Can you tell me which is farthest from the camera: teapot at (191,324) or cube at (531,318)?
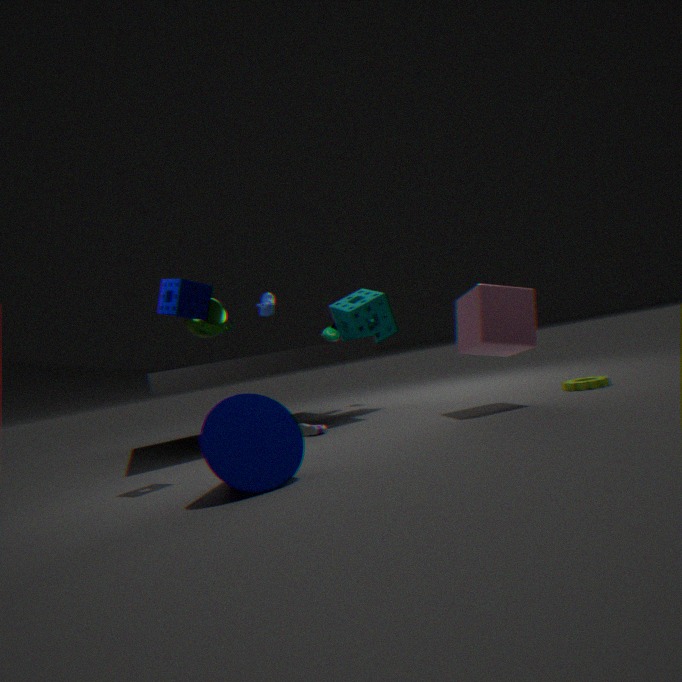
teapot at (191,324)
